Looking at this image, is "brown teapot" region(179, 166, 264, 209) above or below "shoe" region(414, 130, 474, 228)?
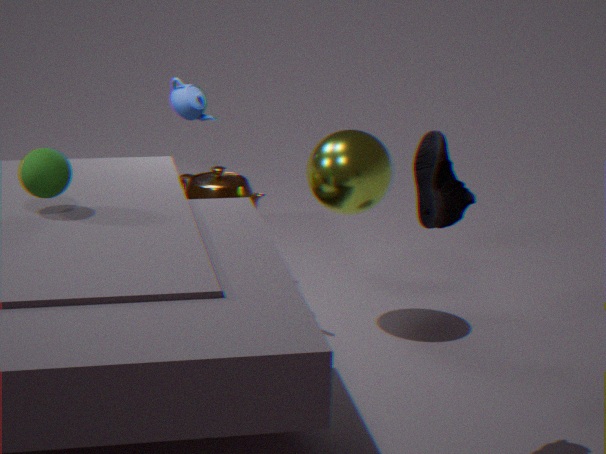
below
